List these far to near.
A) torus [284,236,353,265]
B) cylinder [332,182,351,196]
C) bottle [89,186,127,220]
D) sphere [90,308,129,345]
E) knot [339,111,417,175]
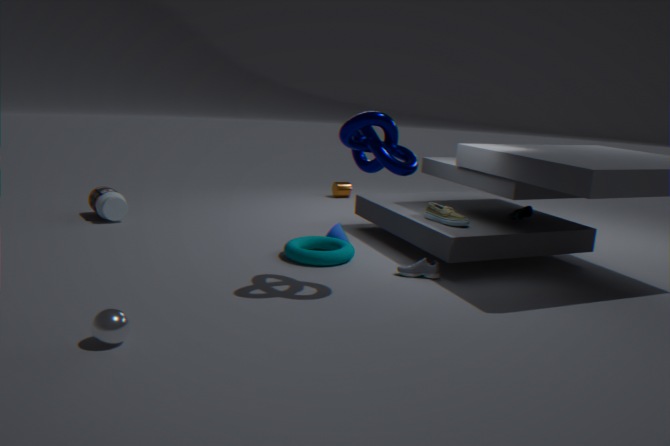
cylinder [332,182,351,196]
bottle [89,186,127,220]
torus [284,236,353,265]
knot [339,111,417,175]
sphere [90,308,129,345]
